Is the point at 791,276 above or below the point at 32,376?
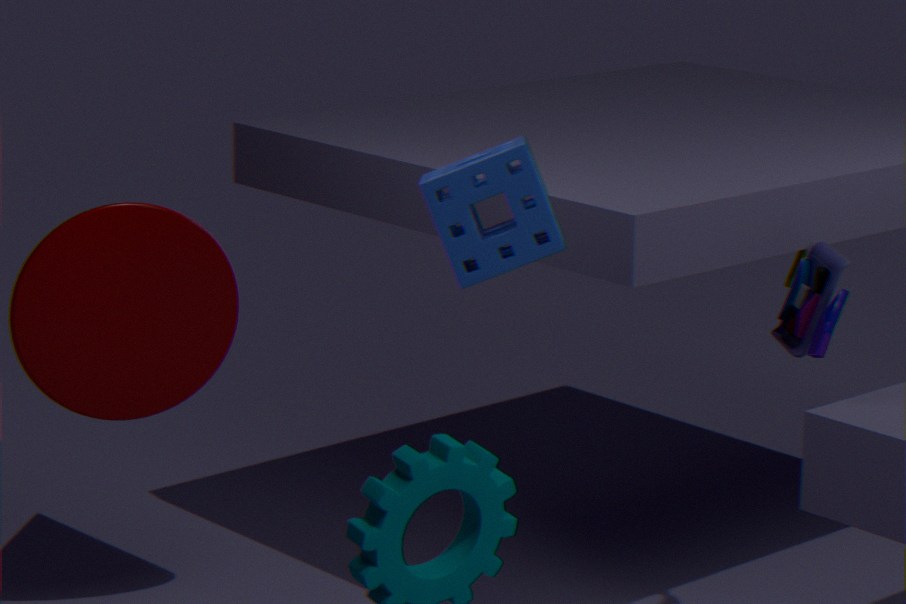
above
